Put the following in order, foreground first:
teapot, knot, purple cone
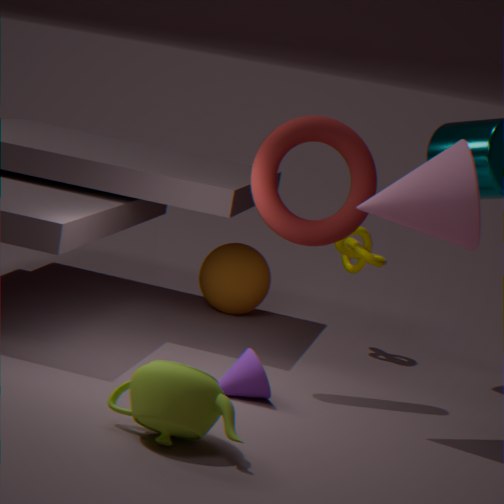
teapot
purple cone
knot
